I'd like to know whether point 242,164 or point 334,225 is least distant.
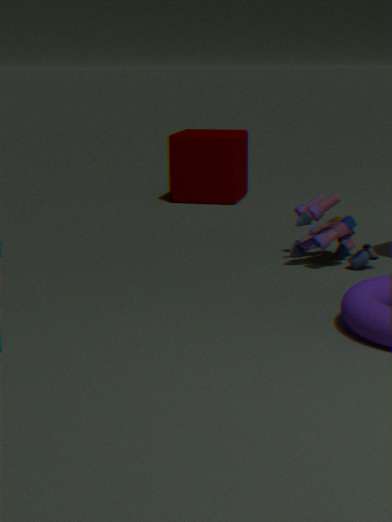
point 334,225
